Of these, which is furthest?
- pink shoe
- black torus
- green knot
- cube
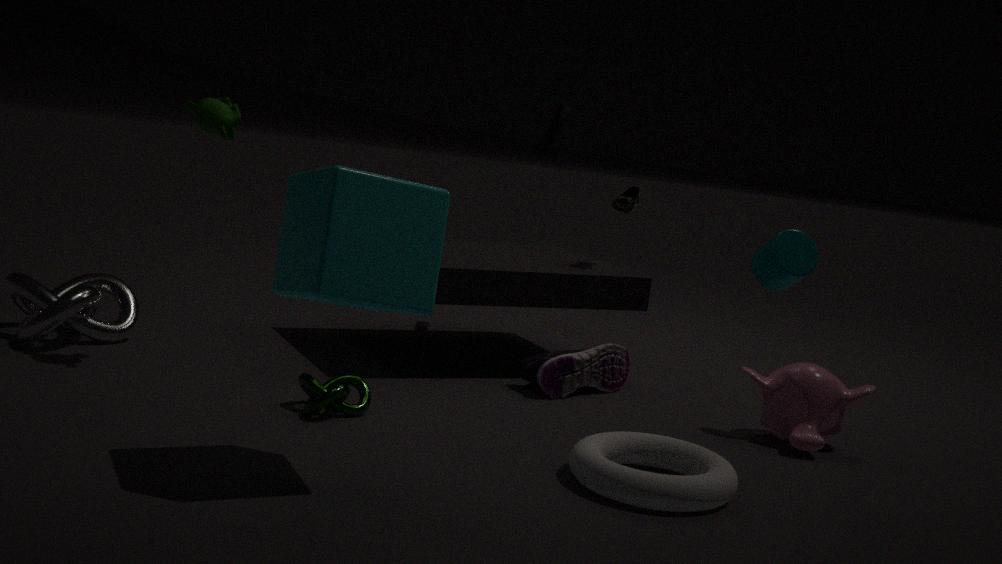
black torus
